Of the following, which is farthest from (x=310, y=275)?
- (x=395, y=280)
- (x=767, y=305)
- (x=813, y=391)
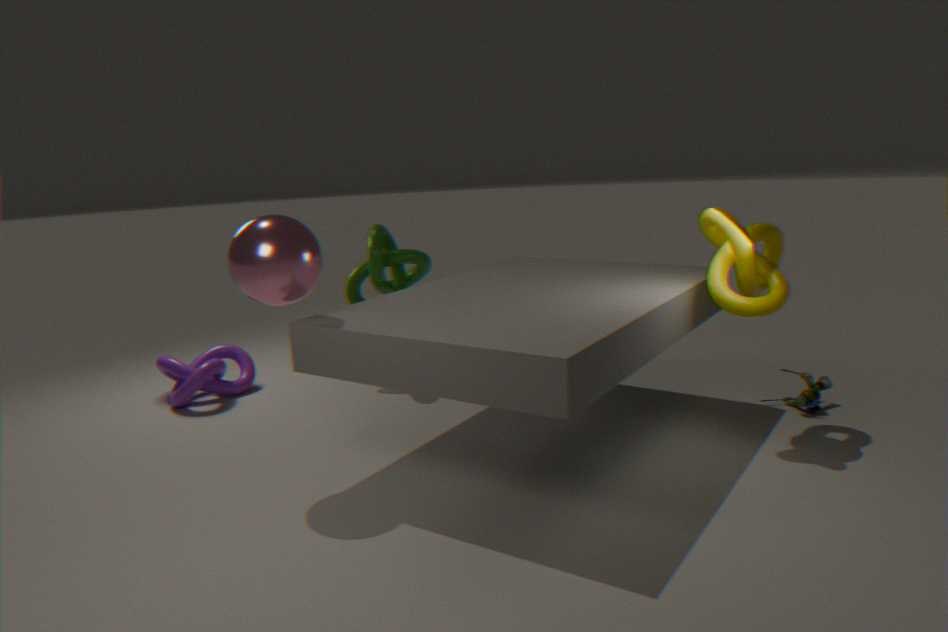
(x=813, y=391)
